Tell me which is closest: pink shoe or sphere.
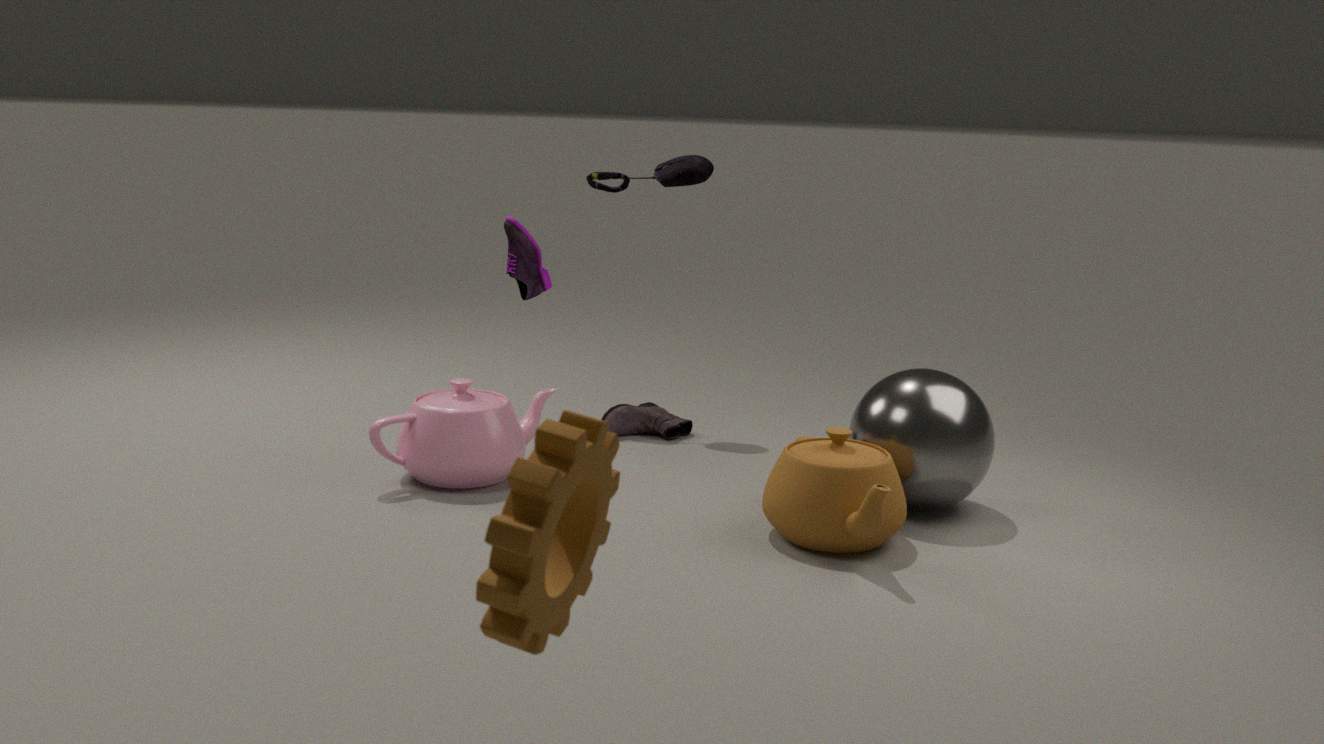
sphere
